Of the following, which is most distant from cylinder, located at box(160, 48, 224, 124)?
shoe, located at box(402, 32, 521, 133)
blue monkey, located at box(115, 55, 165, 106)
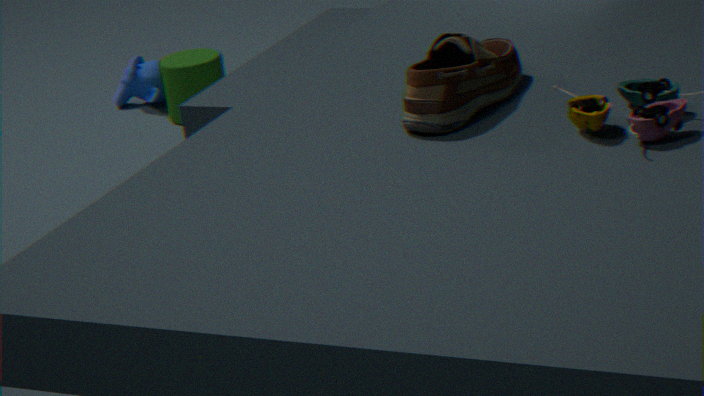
shoe, located at box(402, 32, 521, 133)
